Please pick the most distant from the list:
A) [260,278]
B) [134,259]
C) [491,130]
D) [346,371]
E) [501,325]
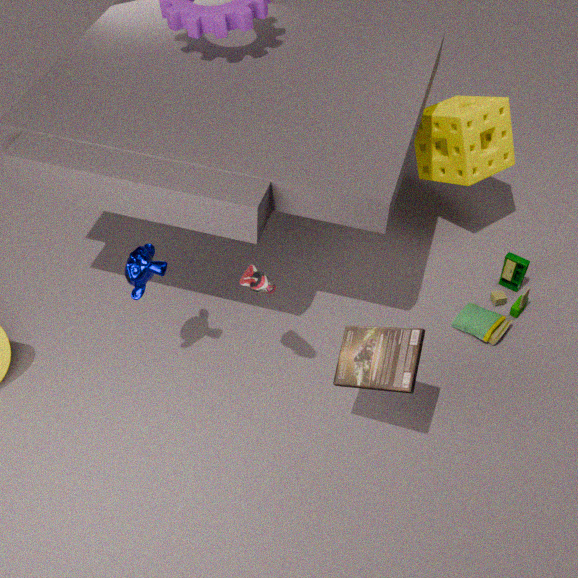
[491,130]
